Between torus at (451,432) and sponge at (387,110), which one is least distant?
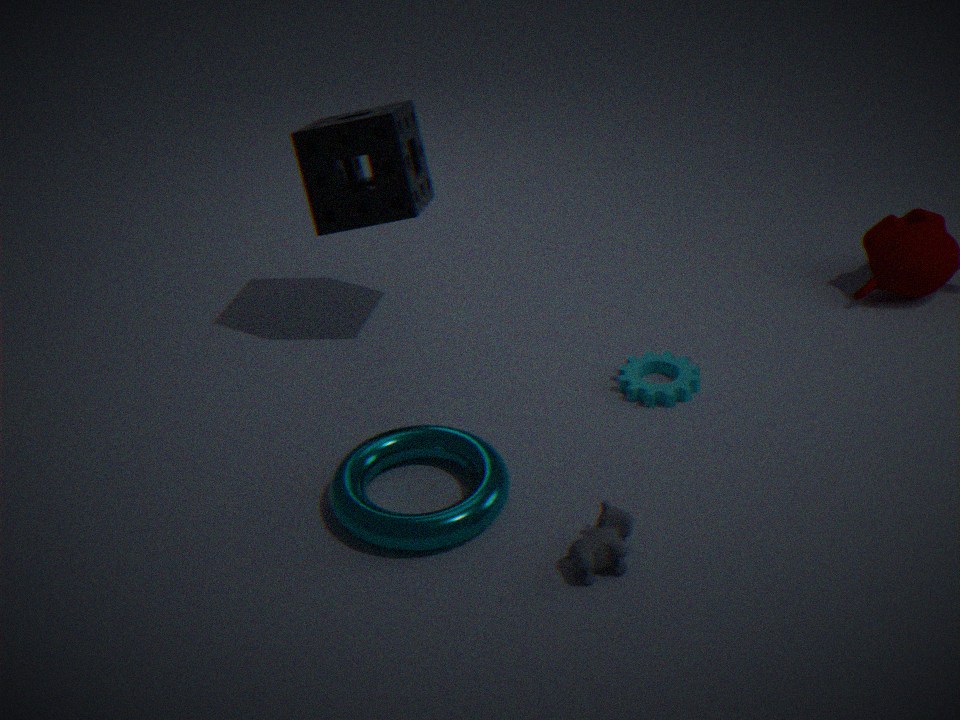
torus at (451,432)
